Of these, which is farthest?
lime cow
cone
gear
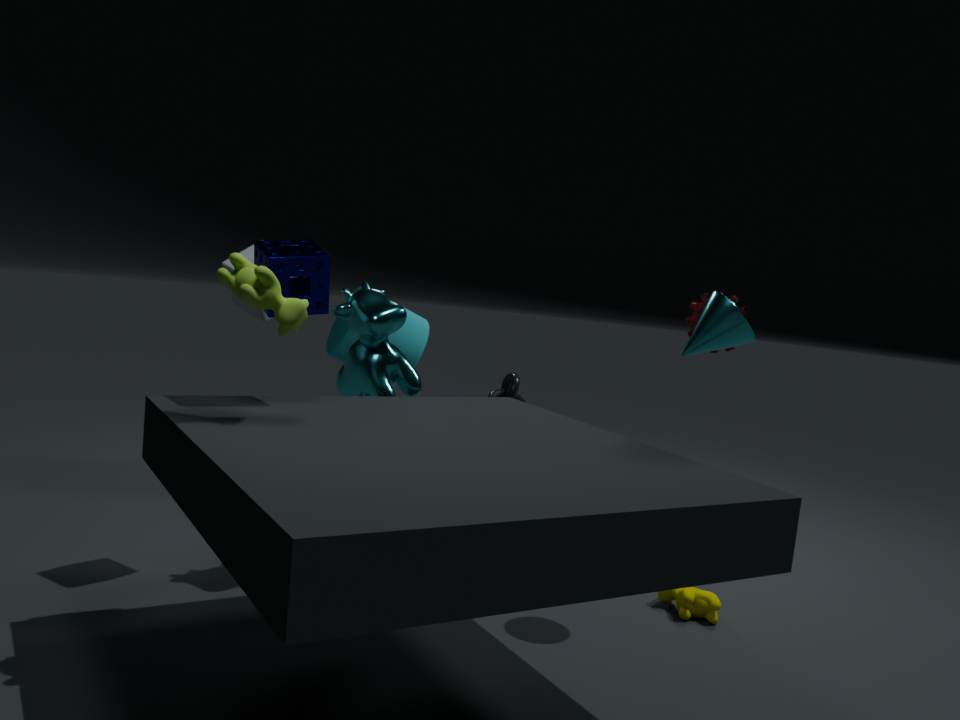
gear
